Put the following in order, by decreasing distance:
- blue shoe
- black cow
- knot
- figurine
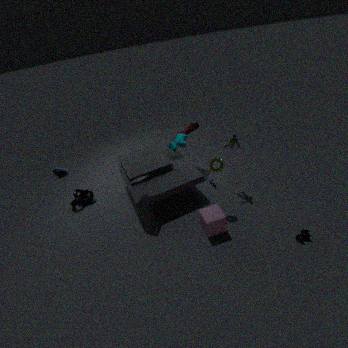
1. blue shoe
2. knot
3. figurine
4. black cow
